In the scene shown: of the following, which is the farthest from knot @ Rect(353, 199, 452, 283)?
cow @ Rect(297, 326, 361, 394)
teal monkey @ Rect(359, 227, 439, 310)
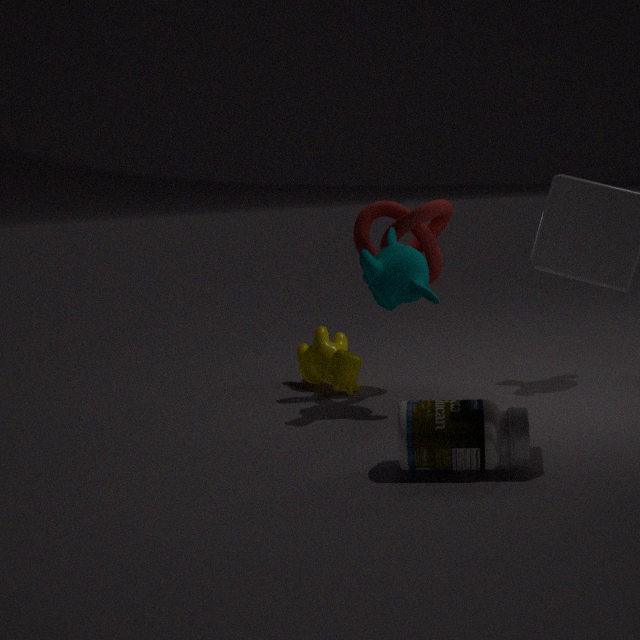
cow @ Rect(297, 326, 361, 394)
